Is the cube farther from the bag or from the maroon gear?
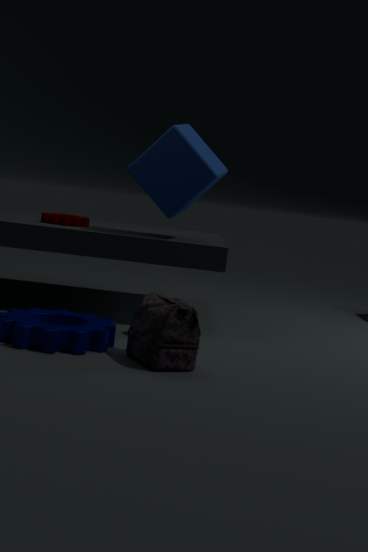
the bag
